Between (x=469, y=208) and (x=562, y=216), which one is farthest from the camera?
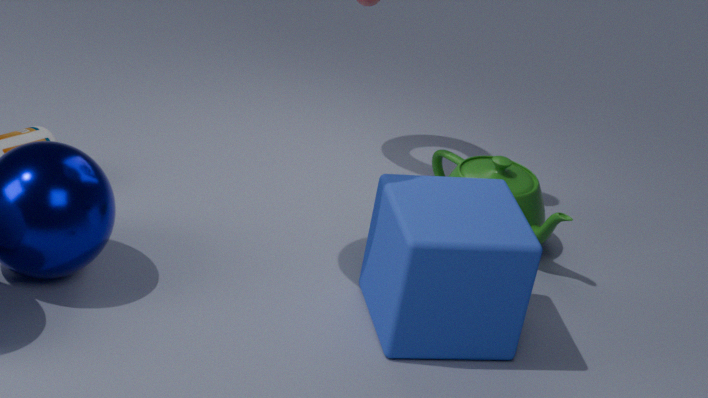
(x=562, y=216)
